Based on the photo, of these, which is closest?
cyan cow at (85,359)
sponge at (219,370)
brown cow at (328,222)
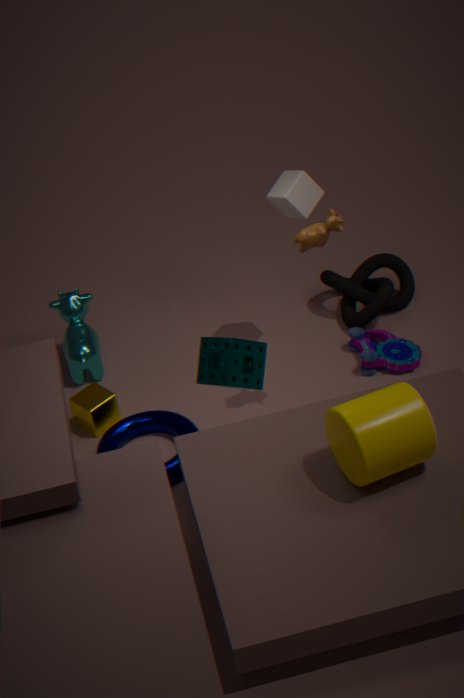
sponge at (219,370)
